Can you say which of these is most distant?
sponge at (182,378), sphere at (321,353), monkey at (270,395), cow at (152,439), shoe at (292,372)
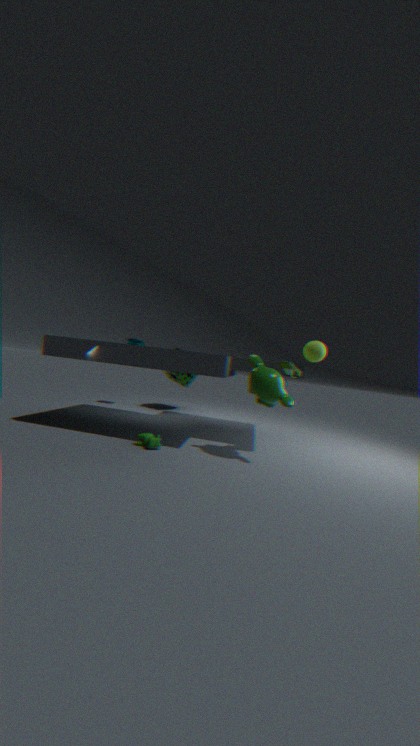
sponge at (182,378)
